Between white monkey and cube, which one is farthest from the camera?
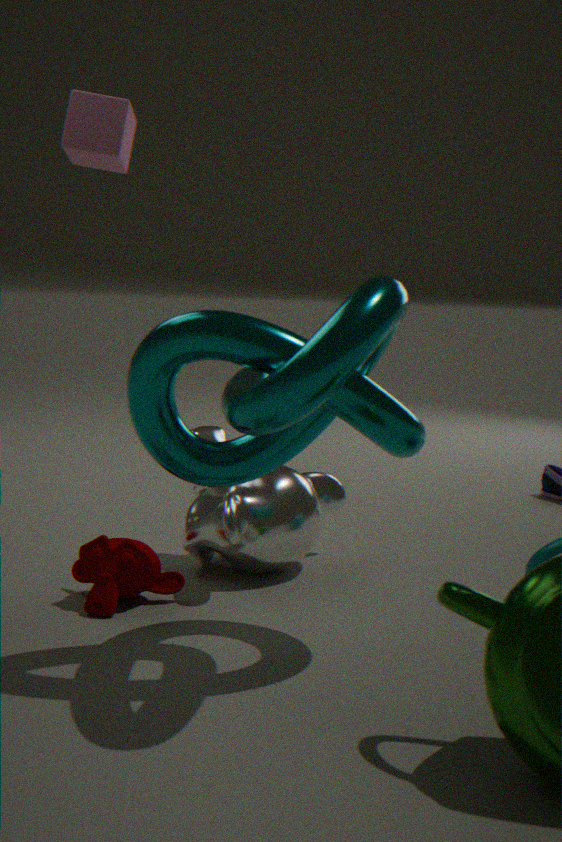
cube
